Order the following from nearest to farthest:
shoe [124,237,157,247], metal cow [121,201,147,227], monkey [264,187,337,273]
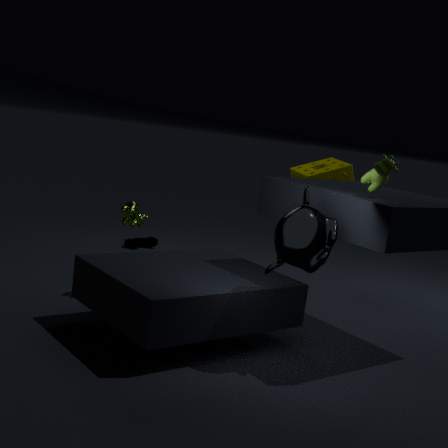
monkey [264,187,337,273] → metal cow [121,201,147,227] → shoe [124,237,157,247]
